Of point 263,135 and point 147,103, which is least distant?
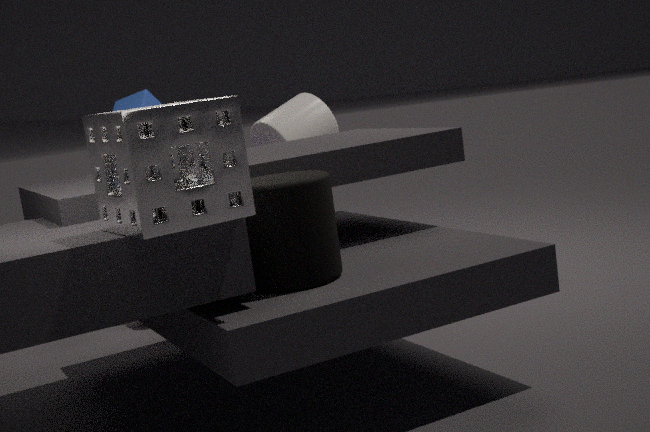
point 147,103
